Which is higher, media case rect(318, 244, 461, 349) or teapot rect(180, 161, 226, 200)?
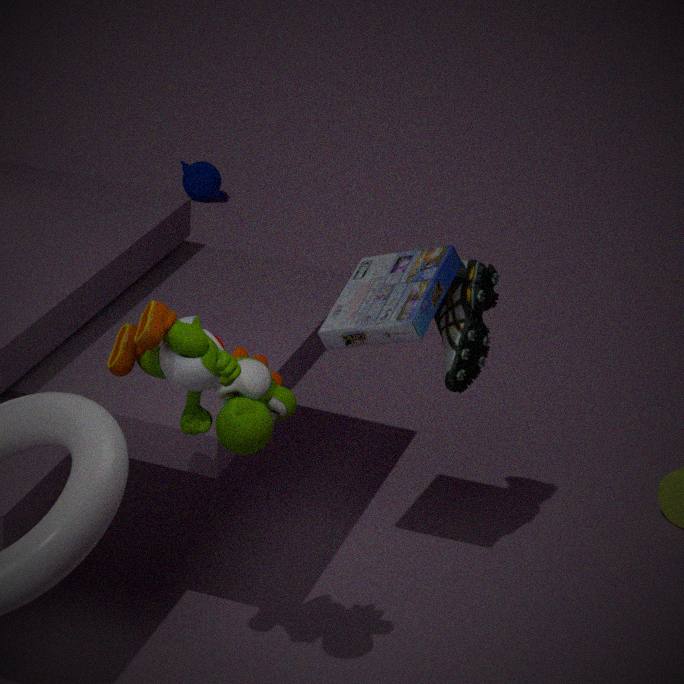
media case rect(318, 244, 461, 349)
